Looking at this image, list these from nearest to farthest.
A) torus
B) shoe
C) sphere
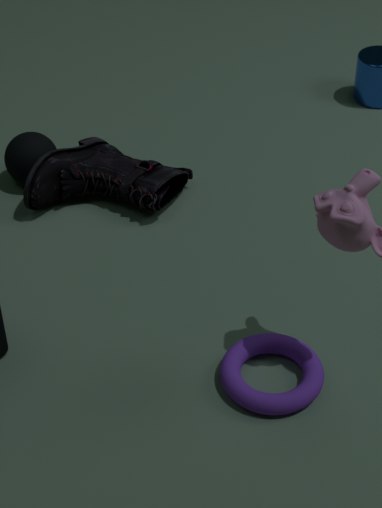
1. torus
2. shoe
3. sphere
